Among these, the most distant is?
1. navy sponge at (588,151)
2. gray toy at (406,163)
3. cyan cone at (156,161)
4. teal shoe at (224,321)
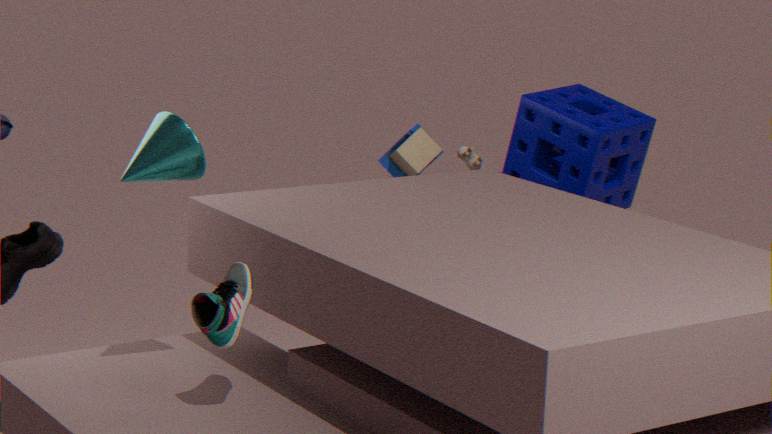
gray toy at (406,163)
